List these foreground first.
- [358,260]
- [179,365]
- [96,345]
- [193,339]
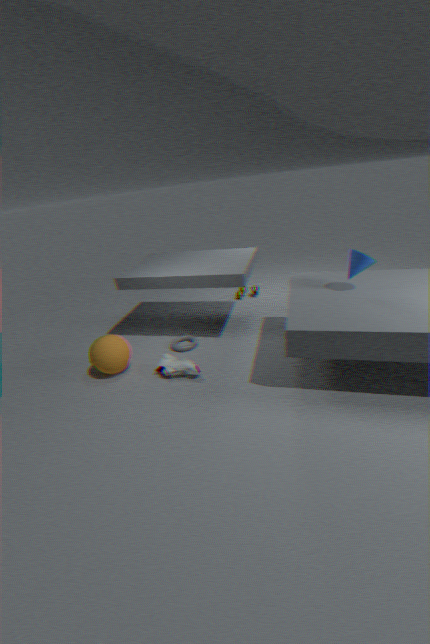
1. [358,260]
2. [179,365]
3. [96,345]
4. [193,339]
